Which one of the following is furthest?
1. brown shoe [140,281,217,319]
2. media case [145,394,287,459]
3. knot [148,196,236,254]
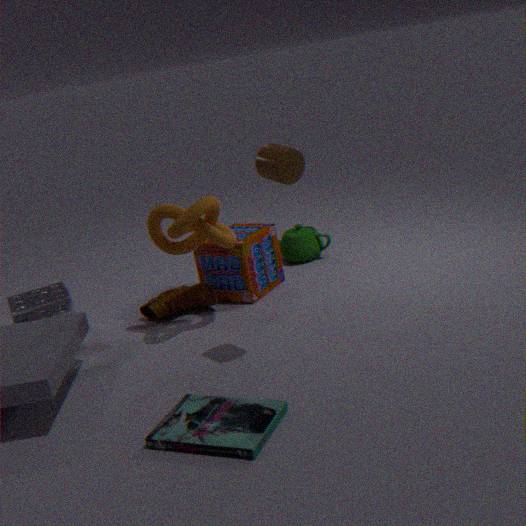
brown shoe [140,281,217,319]
